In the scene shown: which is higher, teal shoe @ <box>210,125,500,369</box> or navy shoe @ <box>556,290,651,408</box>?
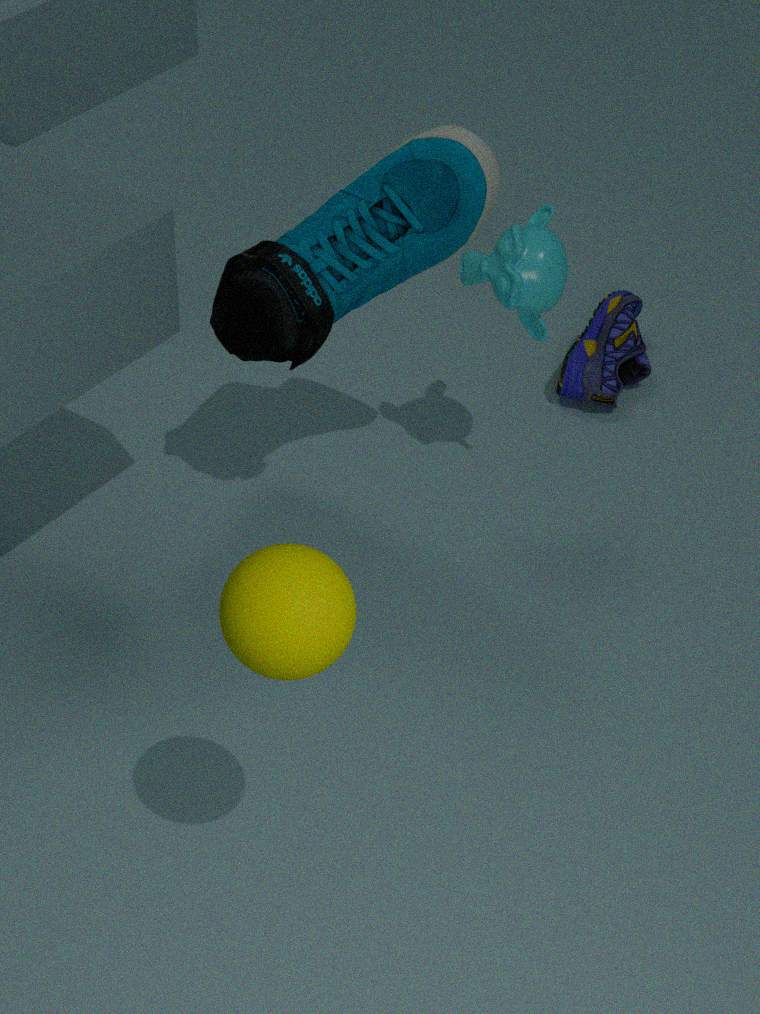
teal shoe @ <box>210,125,500,369</box>
